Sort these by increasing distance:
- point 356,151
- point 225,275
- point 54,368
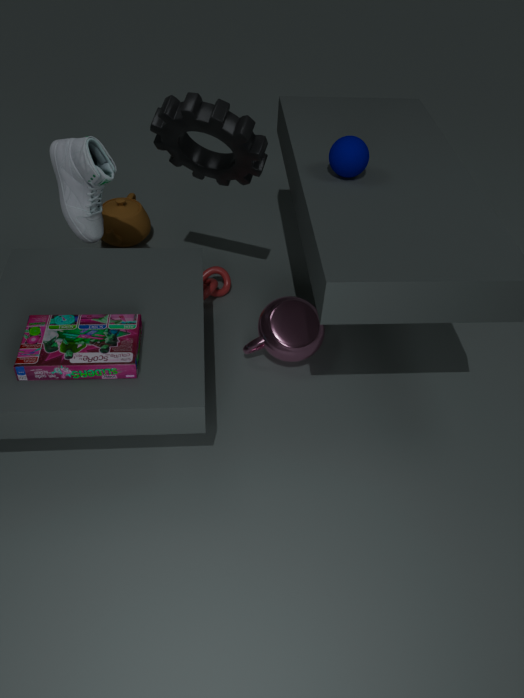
1. point 54,368
2. point 356,151
3. point 225,275
